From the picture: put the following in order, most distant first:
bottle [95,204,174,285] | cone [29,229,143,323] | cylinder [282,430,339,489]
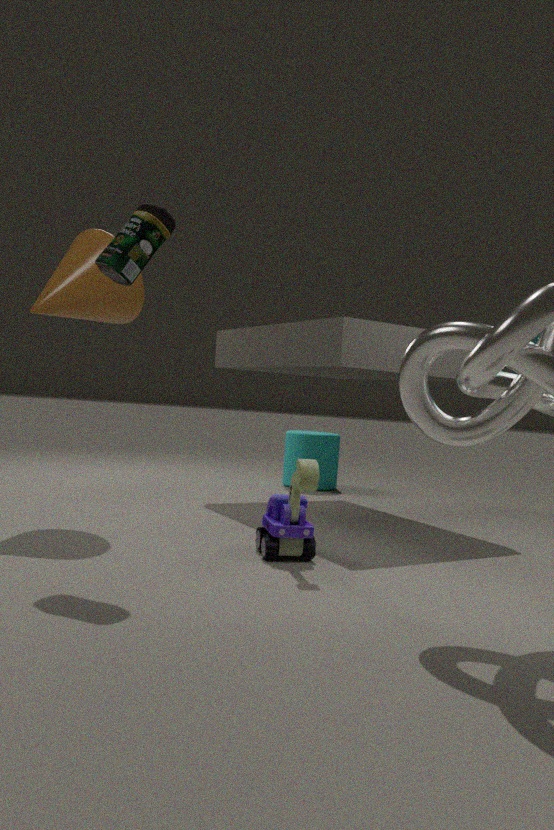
cylinder [282,430,339,489] → cone [29,229,143,323] → bottle [95,204,174,285]
